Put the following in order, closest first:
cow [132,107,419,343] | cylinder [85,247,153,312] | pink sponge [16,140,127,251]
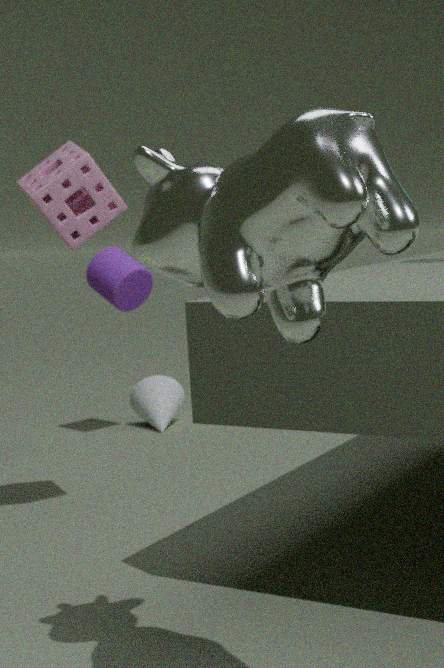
cow [132,107,419,343], pink sponge [16,140,127,251], cylinder [85,247,153,312]
